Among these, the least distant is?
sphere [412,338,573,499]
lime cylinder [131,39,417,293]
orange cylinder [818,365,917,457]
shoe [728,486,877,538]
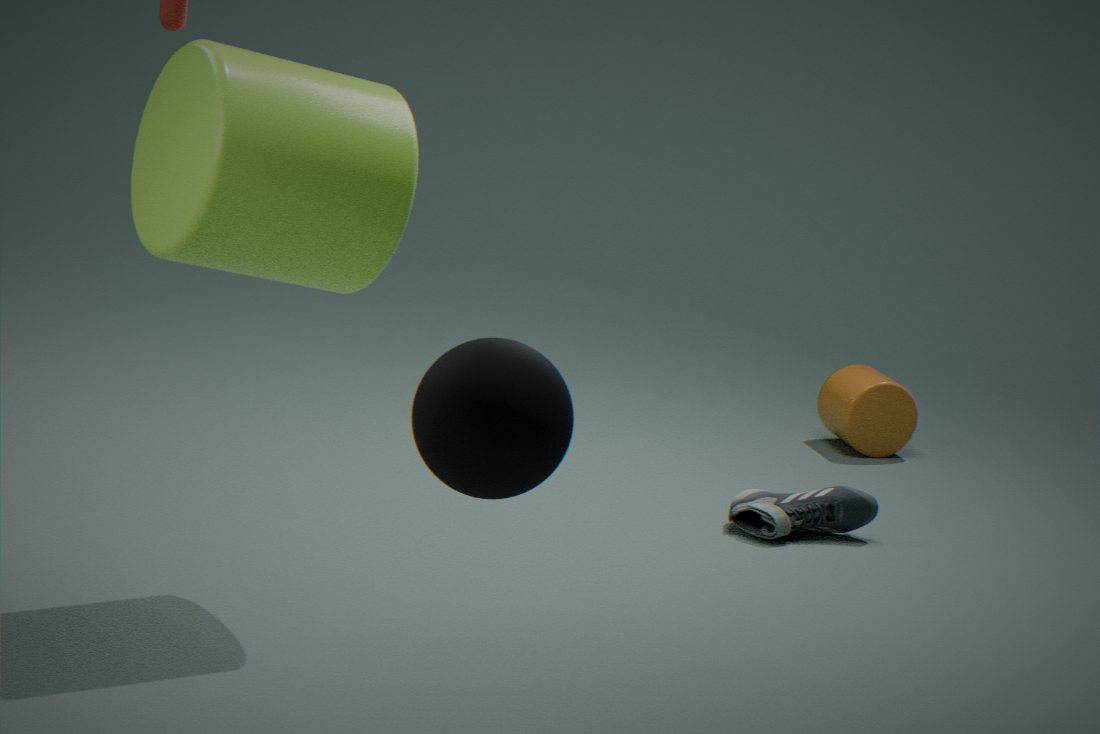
sphere [412,338,573,499]
